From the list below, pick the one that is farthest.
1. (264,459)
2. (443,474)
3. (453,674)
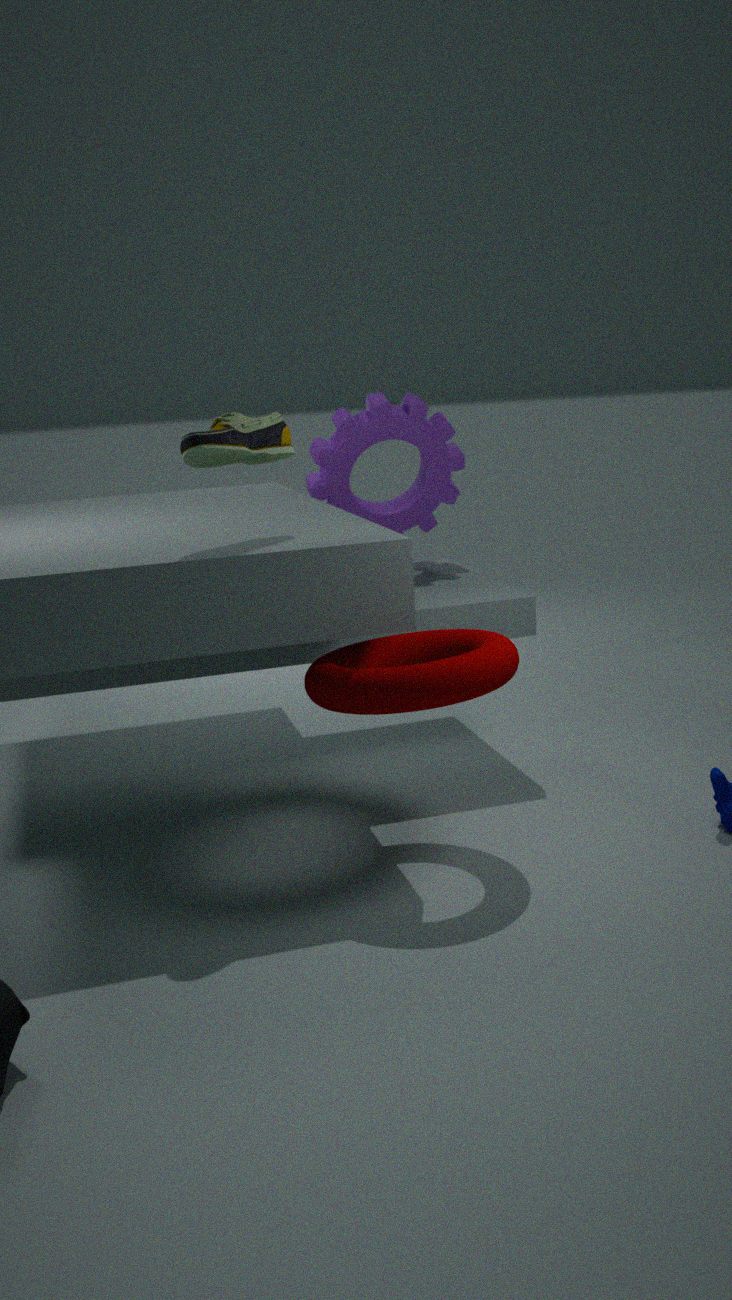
(443,474)
